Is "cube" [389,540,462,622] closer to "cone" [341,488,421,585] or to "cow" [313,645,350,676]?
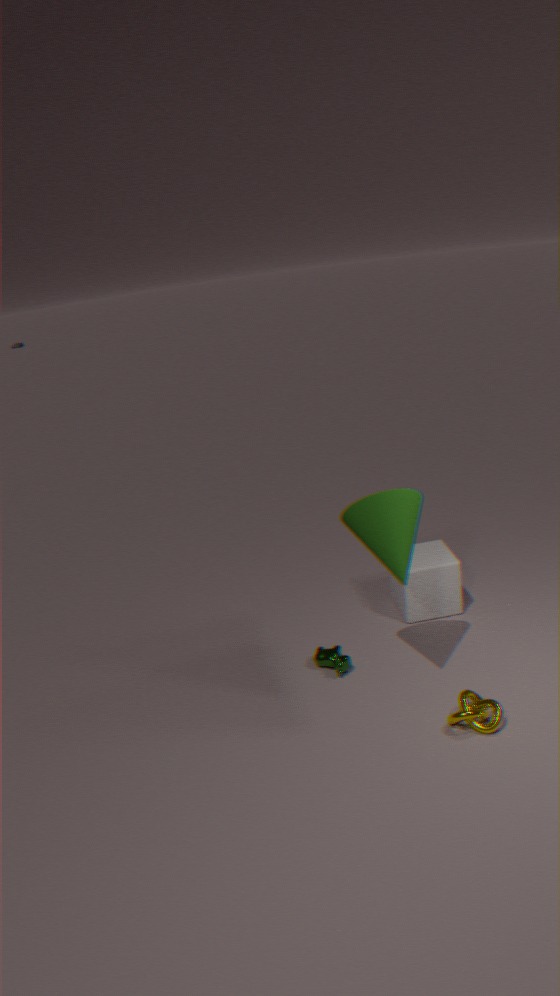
"cow" [313,645,350,676]
